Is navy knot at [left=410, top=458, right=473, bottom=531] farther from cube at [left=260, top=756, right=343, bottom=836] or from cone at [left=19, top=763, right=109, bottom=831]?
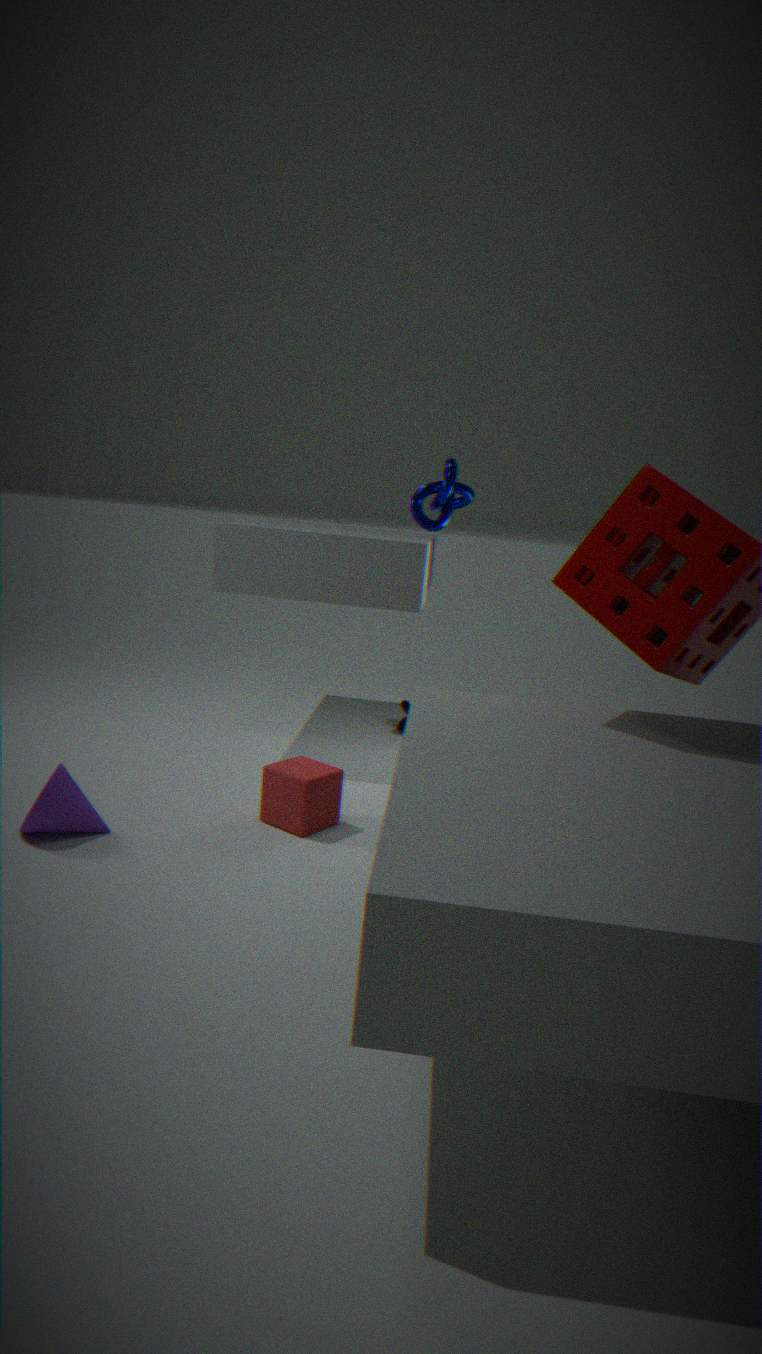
cone at [left=19, top=763, right=109, bottom=831]
